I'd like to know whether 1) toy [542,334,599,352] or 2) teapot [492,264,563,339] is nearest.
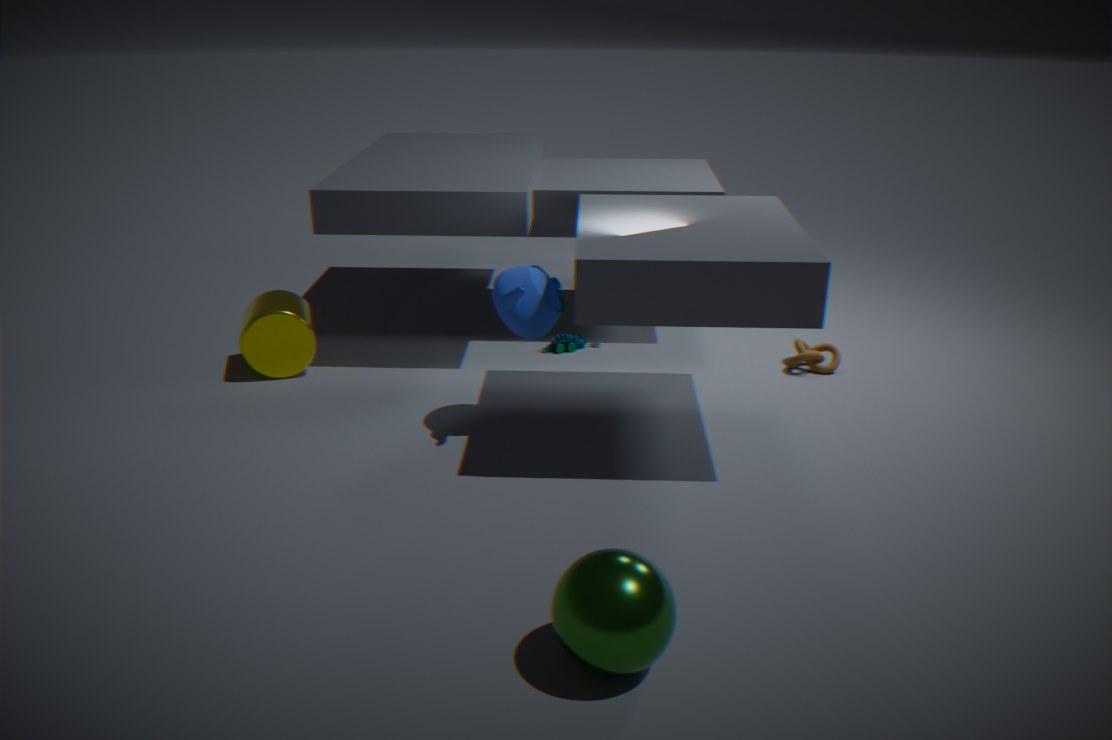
2. teapot [492,264,563,339]
